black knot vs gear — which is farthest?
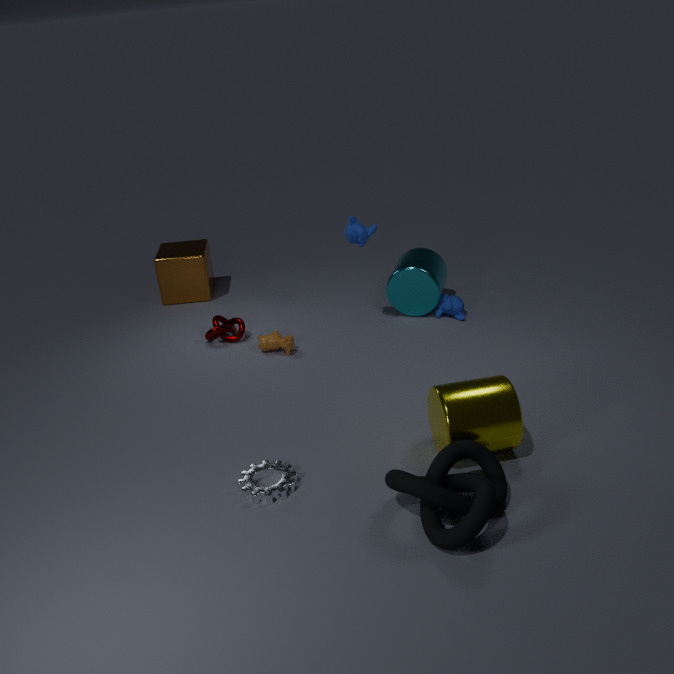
gear
